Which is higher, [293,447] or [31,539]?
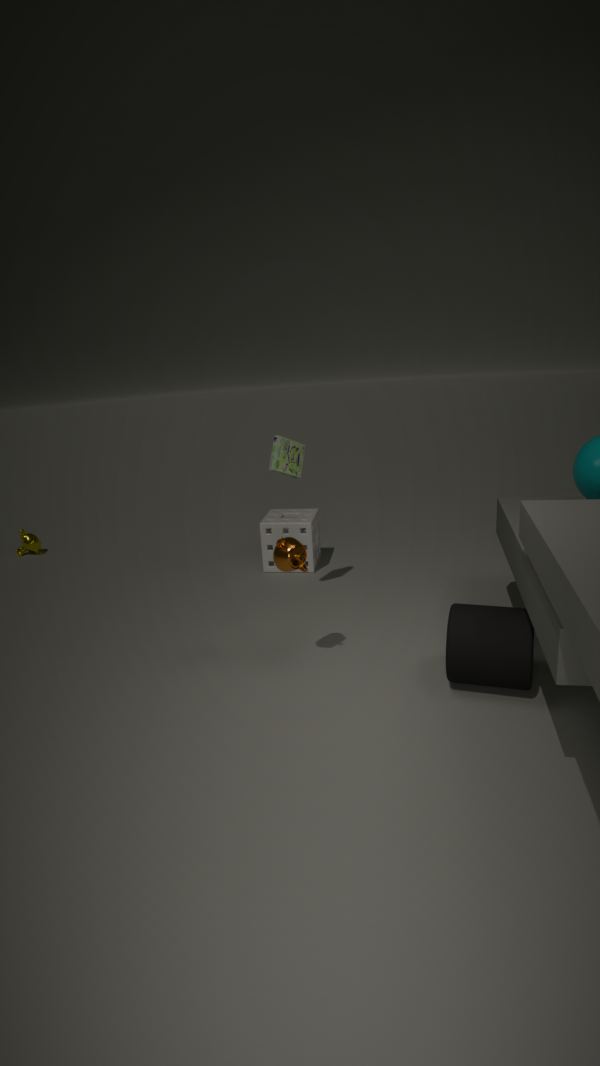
[293,447]
